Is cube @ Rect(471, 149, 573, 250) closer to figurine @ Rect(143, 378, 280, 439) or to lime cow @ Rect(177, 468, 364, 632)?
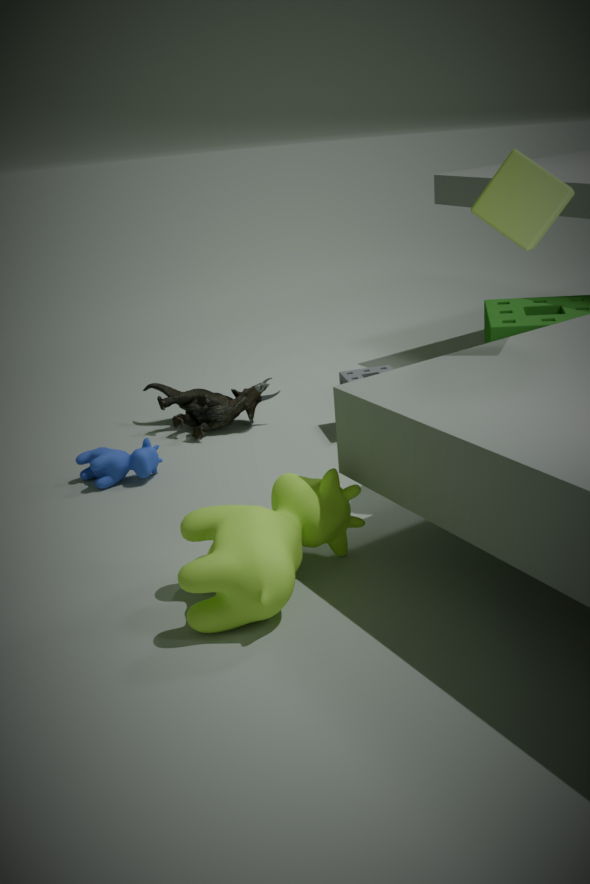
lime cow @ Rect(177, 468, 364, 632)
